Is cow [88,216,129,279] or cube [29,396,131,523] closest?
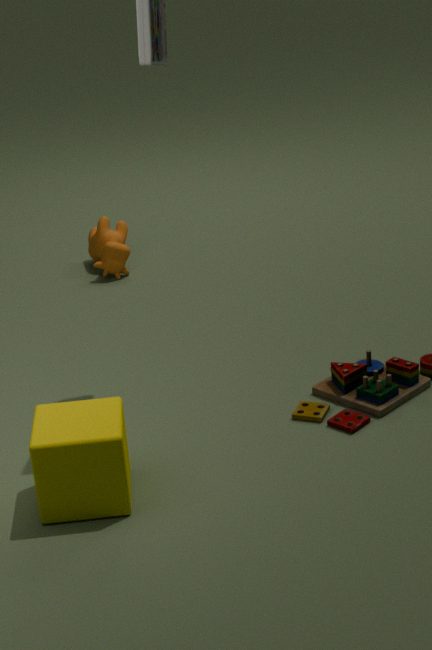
cube [29,396,131,523]
